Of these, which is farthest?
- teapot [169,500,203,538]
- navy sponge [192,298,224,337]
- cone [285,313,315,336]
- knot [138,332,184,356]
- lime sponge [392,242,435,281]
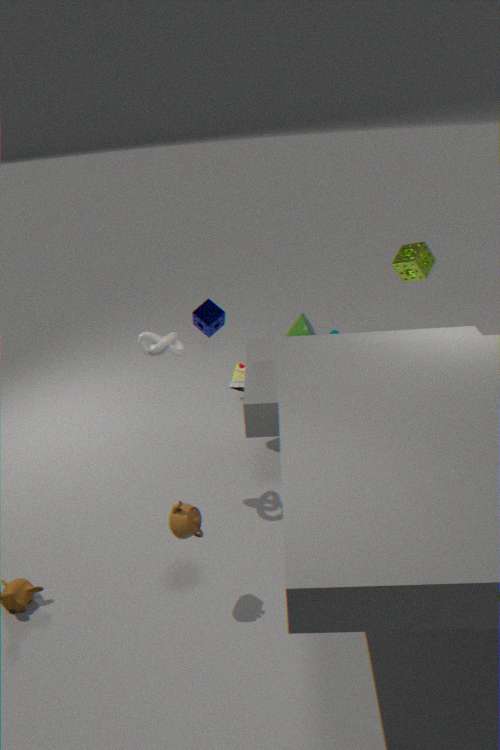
cone [285,313,315,336]
